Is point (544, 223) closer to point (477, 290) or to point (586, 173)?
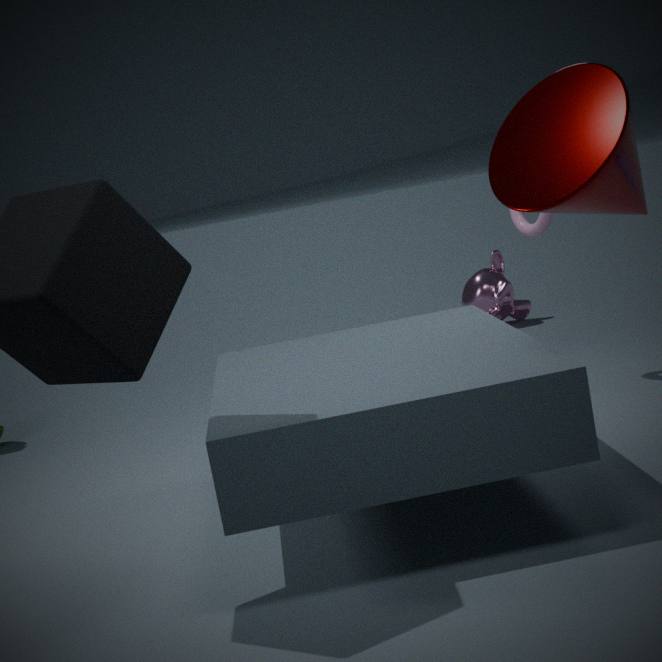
point (586, 173)
